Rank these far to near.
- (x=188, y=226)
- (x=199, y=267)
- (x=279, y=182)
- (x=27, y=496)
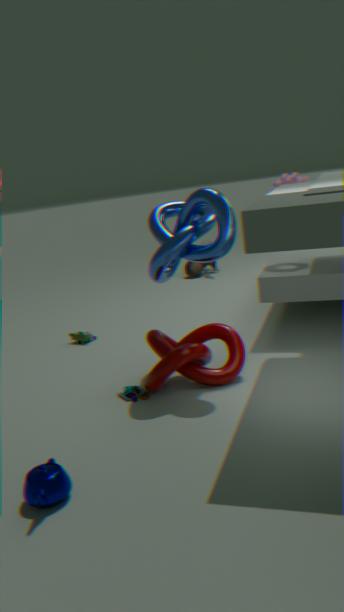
(x=199, y=267), (x=279, y=182), (x=188, y=226), (x=27, y=496)
